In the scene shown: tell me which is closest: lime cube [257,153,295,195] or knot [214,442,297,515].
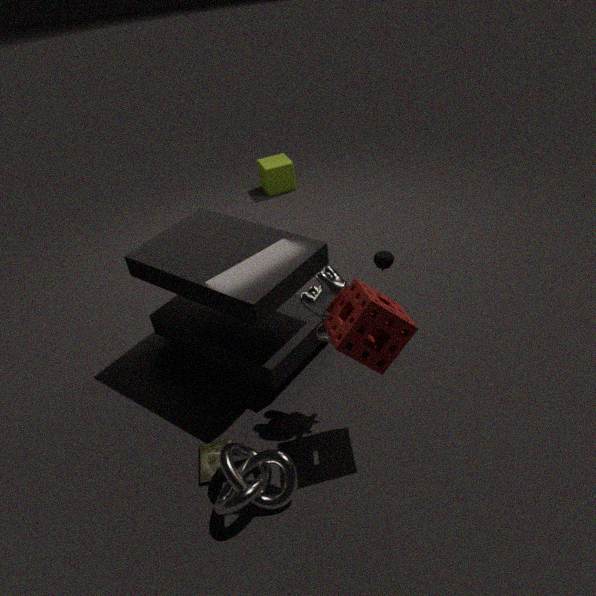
knot [214,442,297,515]
